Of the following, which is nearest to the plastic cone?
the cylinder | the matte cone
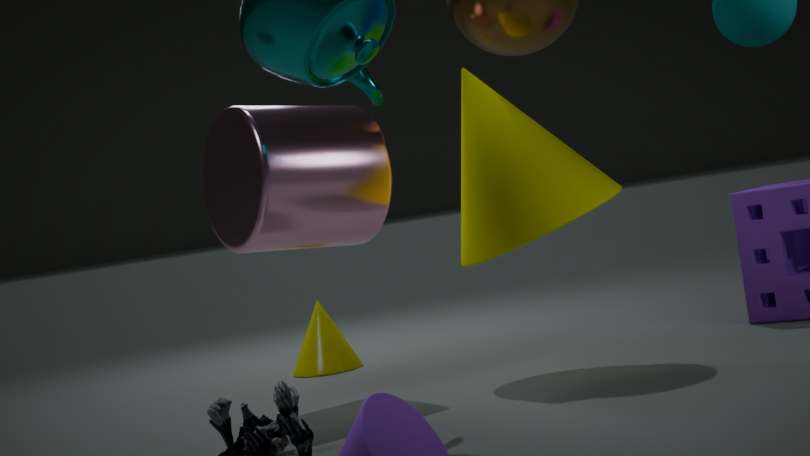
the cylinder
